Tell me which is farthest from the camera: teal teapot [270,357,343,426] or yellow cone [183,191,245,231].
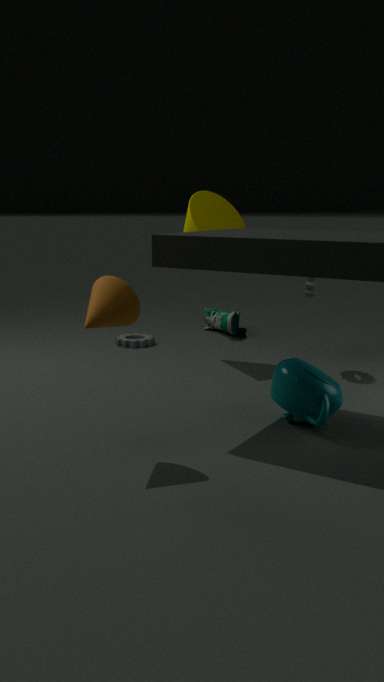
yellow cone [183,191,245,231]
